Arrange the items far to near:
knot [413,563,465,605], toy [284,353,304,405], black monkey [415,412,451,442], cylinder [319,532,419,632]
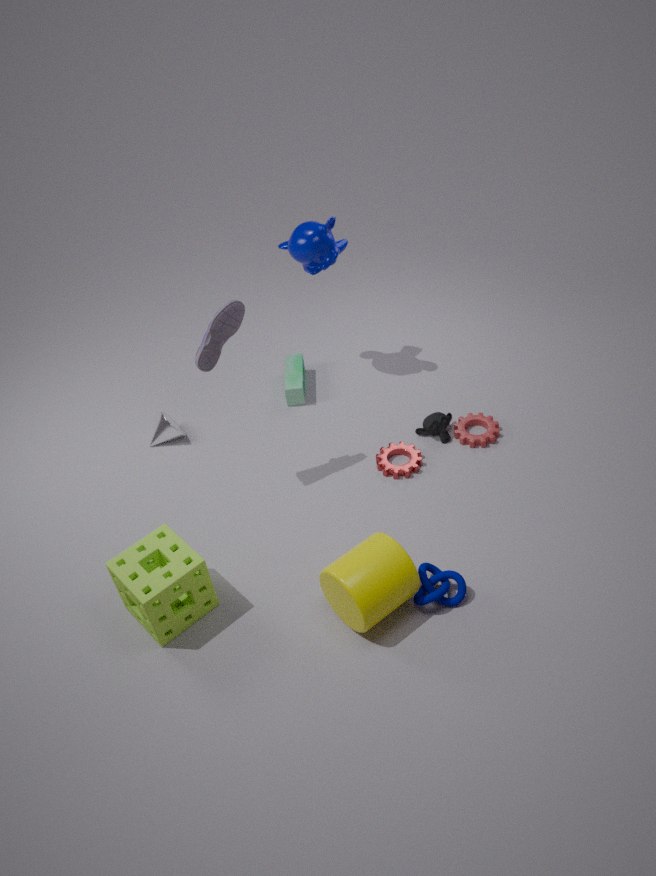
1. toy [284,353,304,405]
2. black monkey [415,412,451,442]
3. knot [413,563,465,605]
4. cylinder [319,532,419,632]
